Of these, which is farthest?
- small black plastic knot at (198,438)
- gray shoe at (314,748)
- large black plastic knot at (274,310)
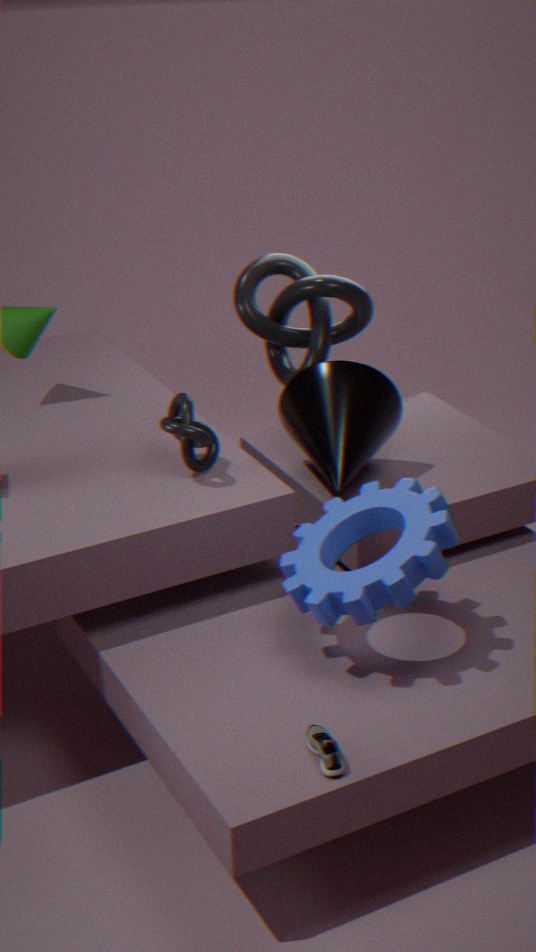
large black plastic knot at (274,310)
